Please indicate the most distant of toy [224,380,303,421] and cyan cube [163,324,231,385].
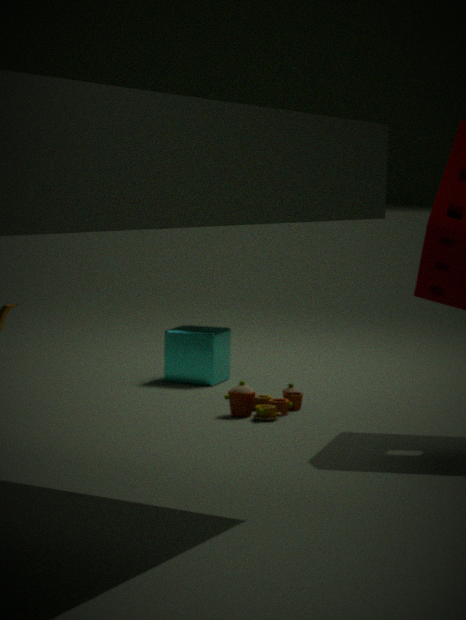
cyan cube [163,324,231,385]
